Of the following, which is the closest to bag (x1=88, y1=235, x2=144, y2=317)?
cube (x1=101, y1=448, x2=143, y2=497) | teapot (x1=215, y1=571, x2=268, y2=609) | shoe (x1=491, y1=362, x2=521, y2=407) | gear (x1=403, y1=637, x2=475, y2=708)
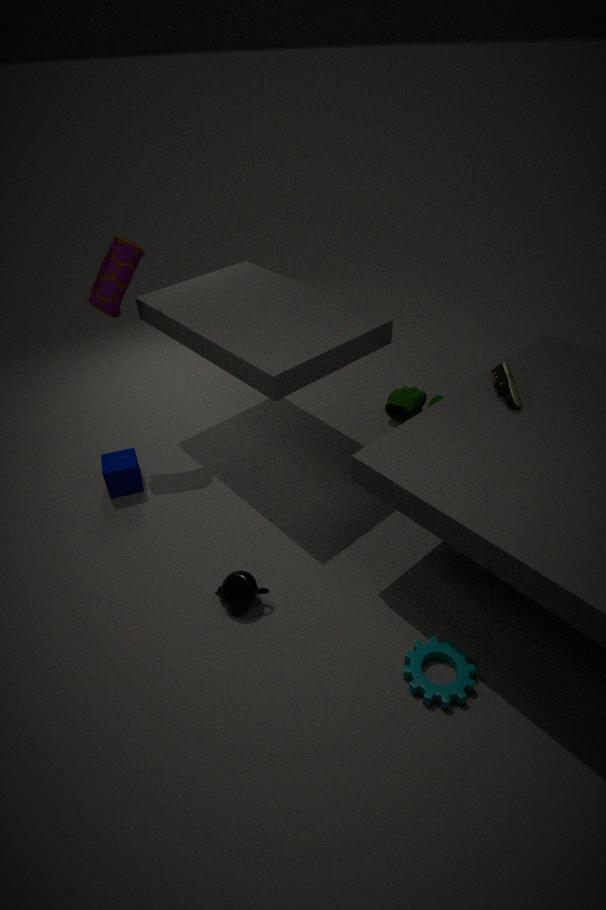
cube (x1=101, y1=448, x2=143, y2=497)
